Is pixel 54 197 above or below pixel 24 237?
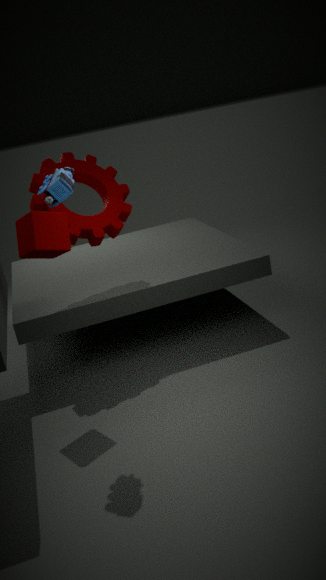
above
